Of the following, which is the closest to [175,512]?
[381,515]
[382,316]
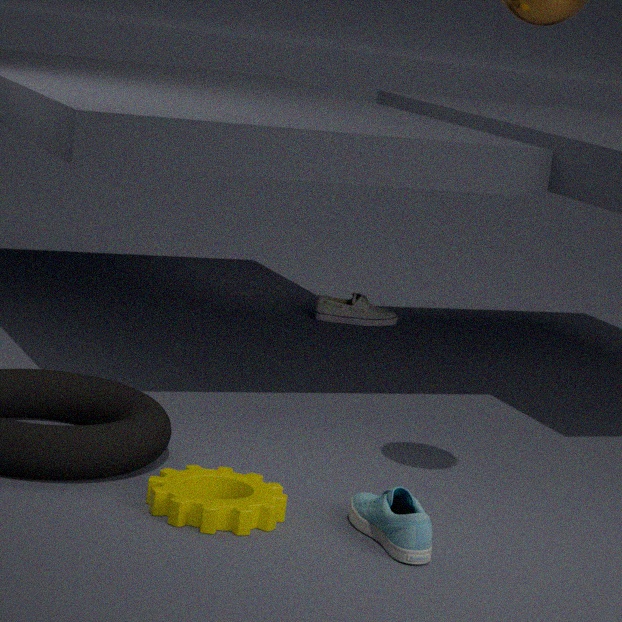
[381,515]
